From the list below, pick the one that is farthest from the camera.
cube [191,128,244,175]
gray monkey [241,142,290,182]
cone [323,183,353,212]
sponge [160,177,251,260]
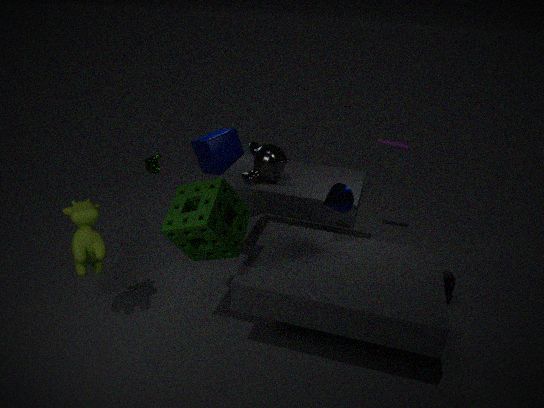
cube [191,128,244,175]
